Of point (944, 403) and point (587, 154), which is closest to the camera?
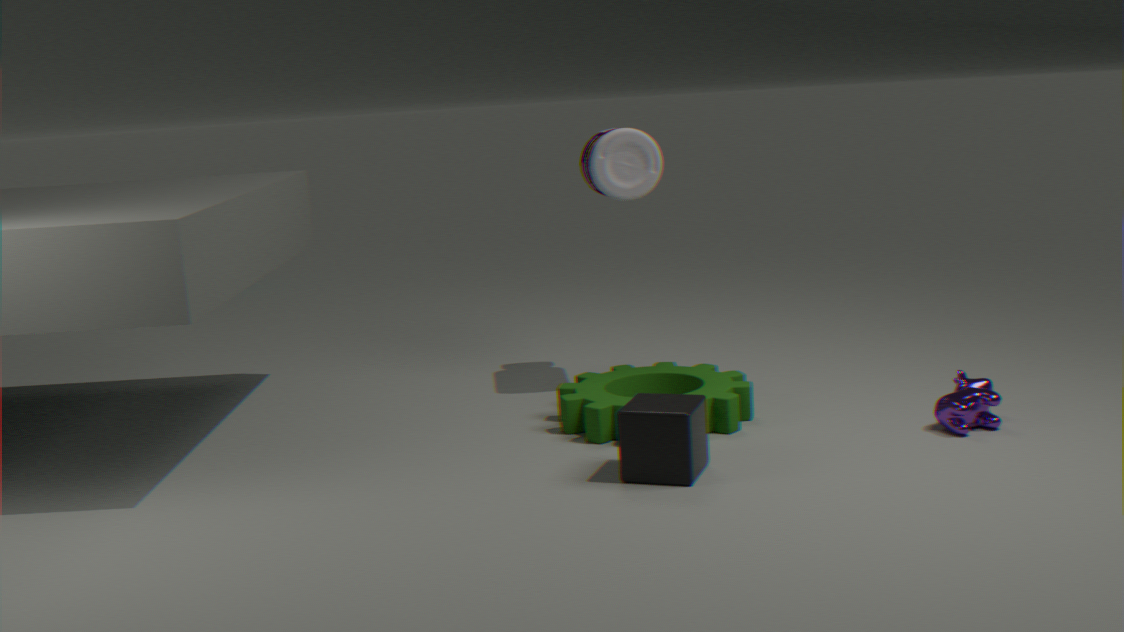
point (944, 403)
